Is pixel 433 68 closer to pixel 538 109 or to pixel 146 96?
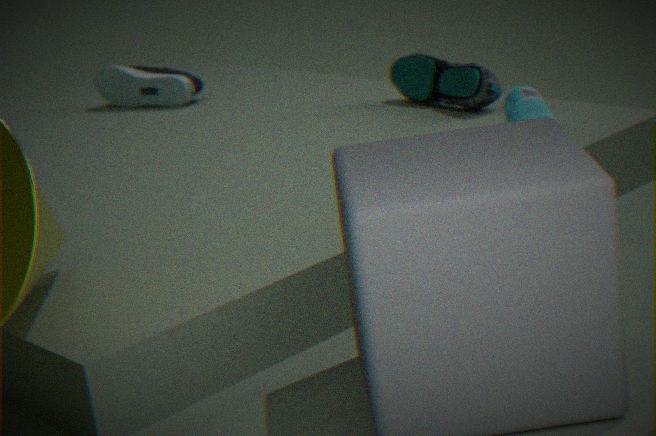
pixel 538 109
